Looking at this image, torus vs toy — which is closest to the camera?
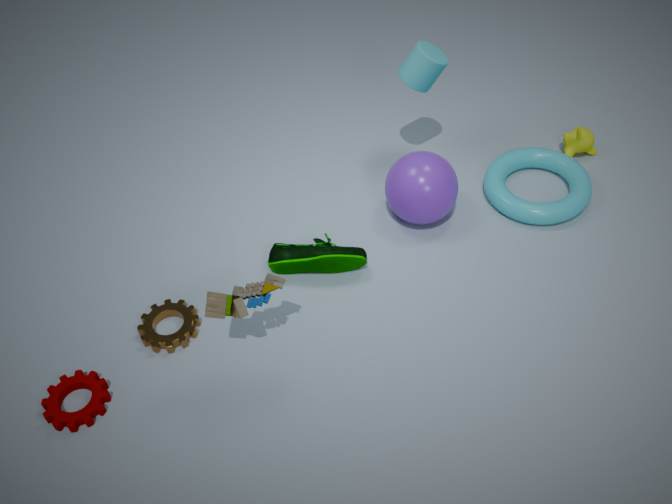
toy
